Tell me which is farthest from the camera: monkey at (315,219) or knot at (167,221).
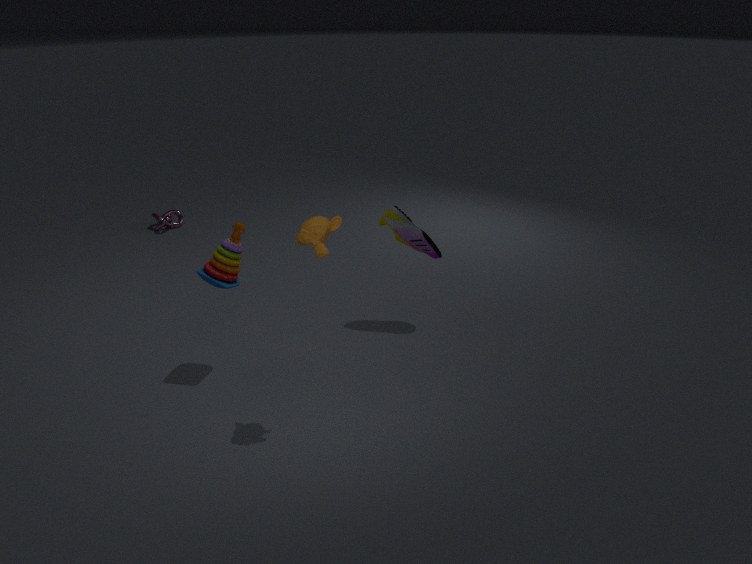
knot at (167,221)
